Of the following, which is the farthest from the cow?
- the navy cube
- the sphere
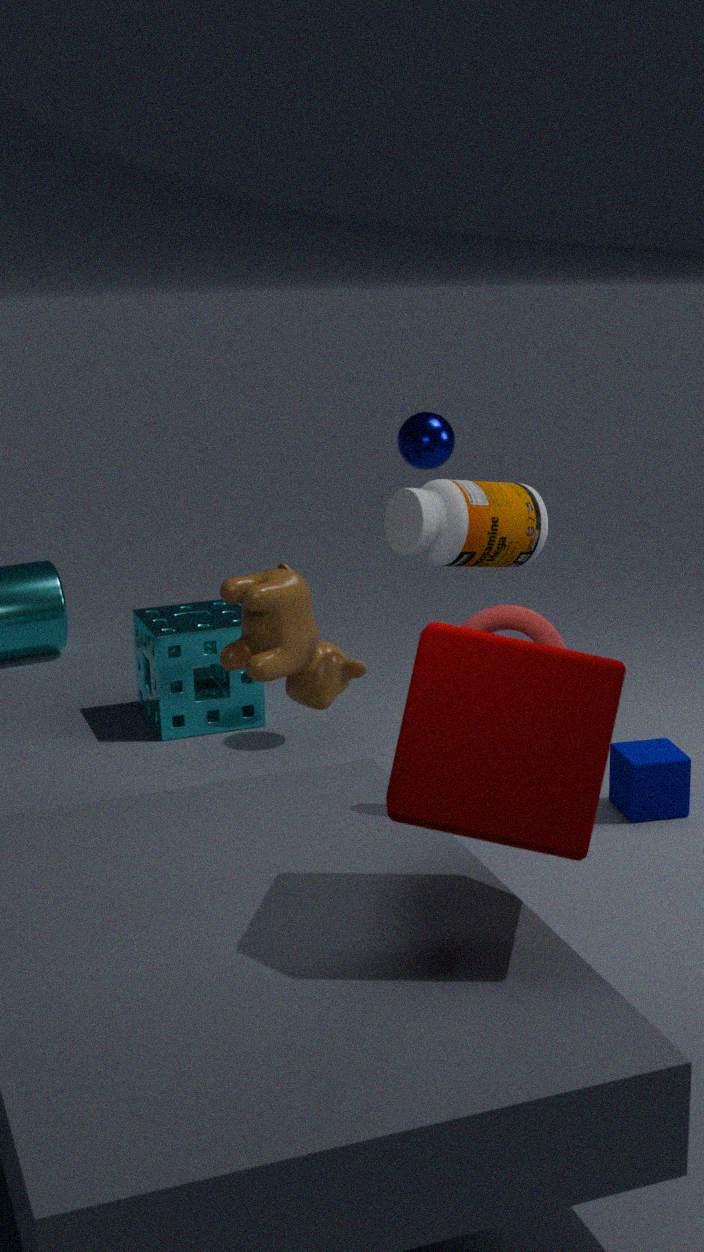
the navy cube
